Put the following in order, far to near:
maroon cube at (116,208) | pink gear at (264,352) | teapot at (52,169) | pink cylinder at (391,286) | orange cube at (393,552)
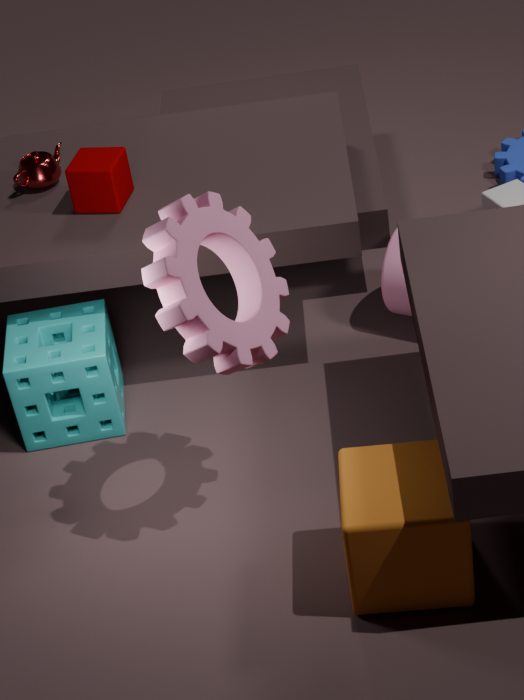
1. teapot at (52,169)
2. pink cylinder at (391,286)
3. maroon cube at (116,208)
4. pink gear at (264,352)
5. orange cube at (393,552)
